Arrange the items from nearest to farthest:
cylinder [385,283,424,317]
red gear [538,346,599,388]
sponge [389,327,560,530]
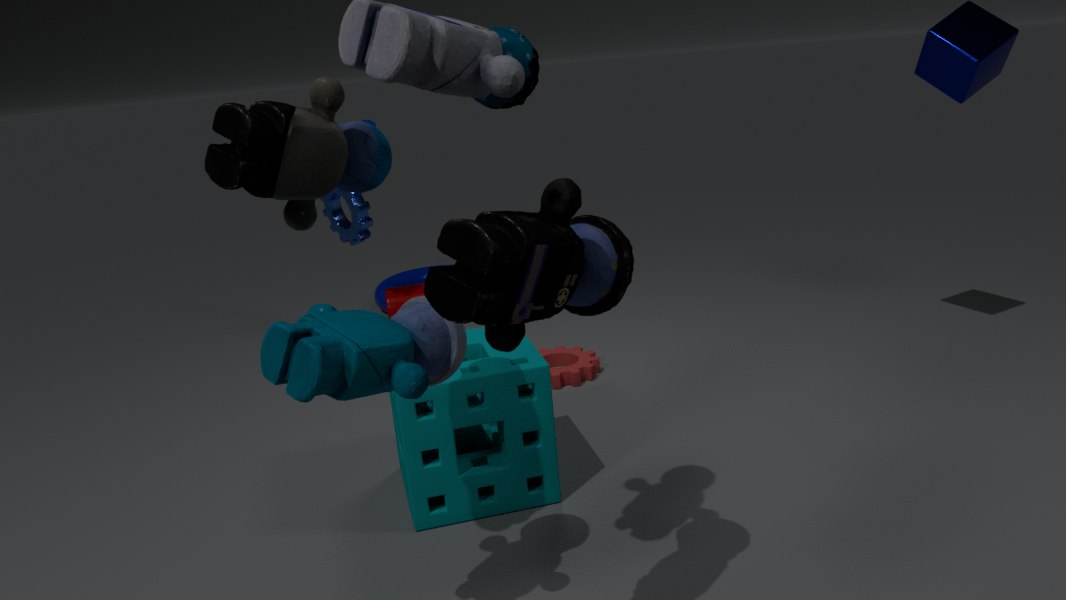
1. sponge [389,327,560,530]
2. red gear [538,346,599,388]
3. cylinder [385,283,424,317]
